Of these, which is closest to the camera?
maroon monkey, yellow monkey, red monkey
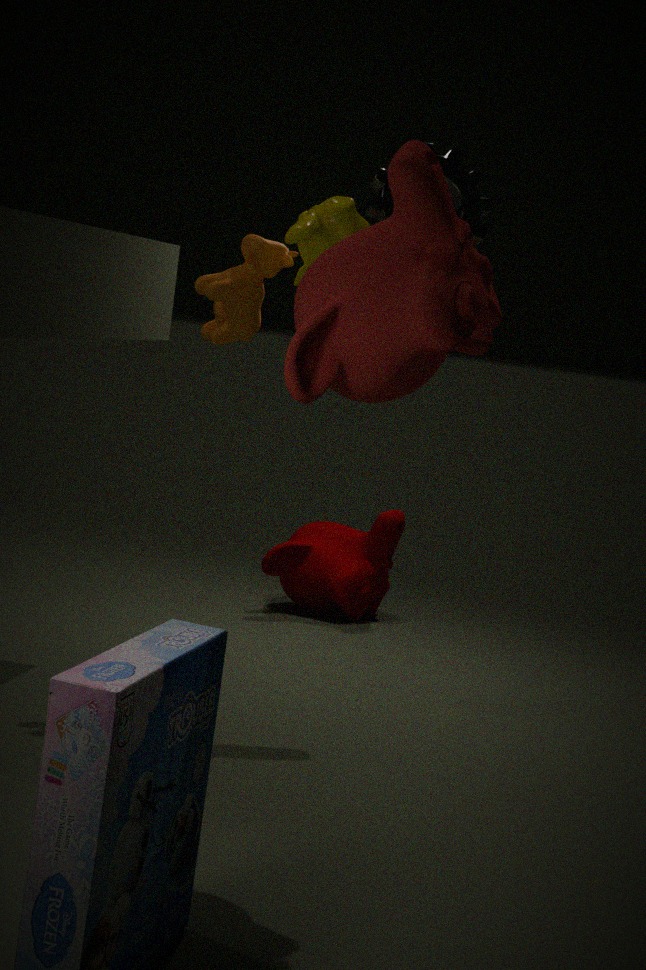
red monkey
